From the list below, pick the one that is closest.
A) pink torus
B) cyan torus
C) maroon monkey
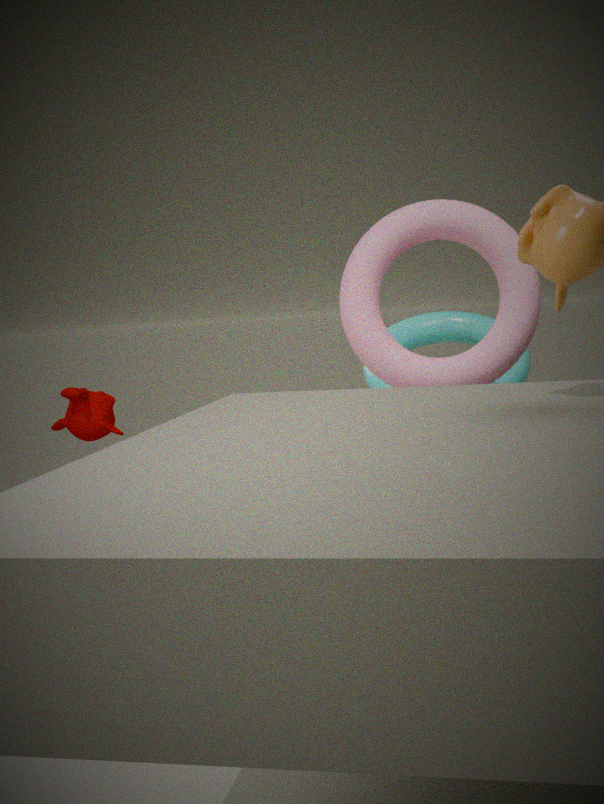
pink torus
